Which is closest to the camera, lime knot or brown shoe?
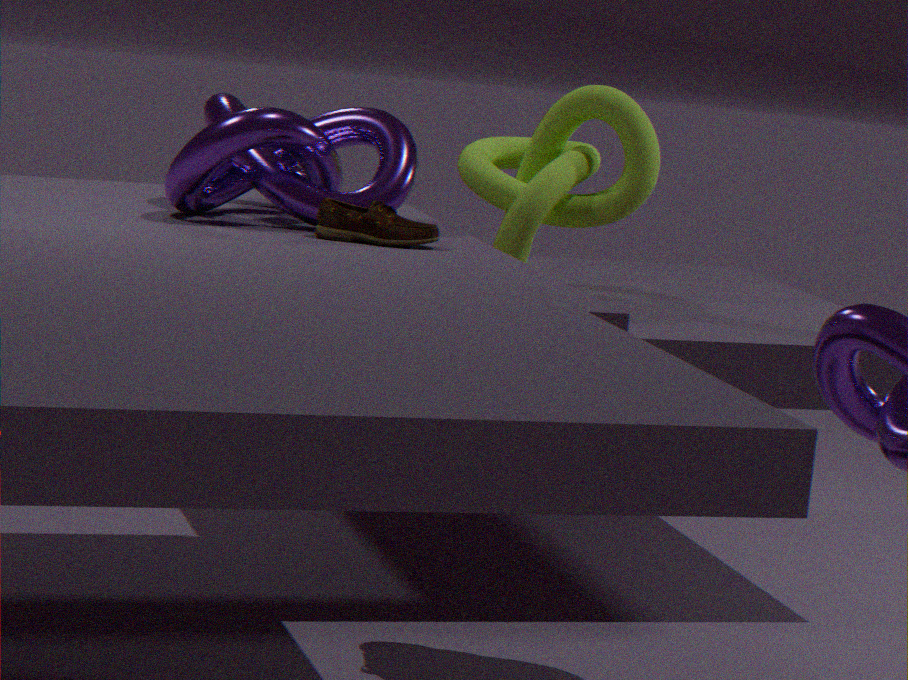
brown shoe
